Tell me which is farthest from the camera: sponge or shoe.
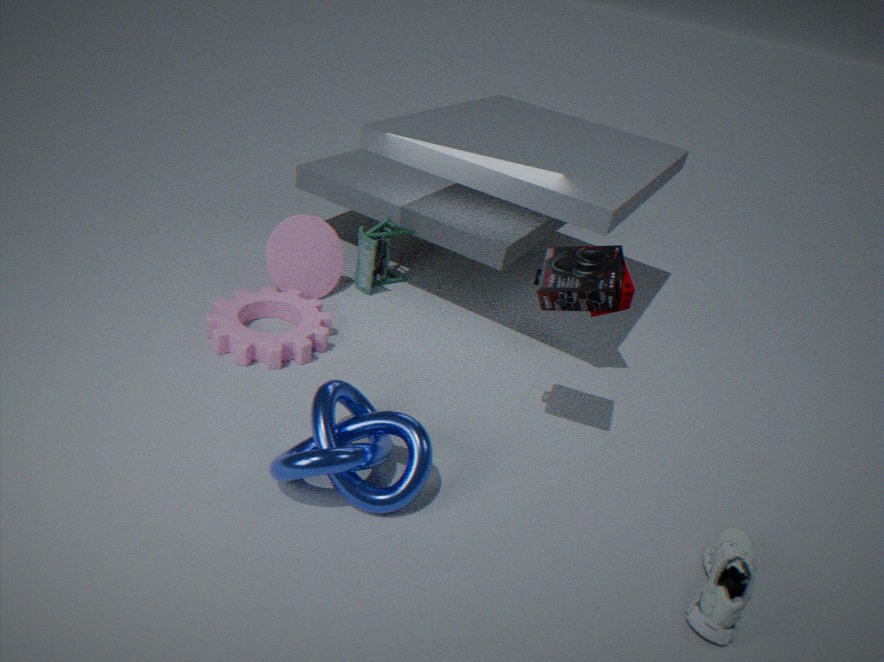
sponge
